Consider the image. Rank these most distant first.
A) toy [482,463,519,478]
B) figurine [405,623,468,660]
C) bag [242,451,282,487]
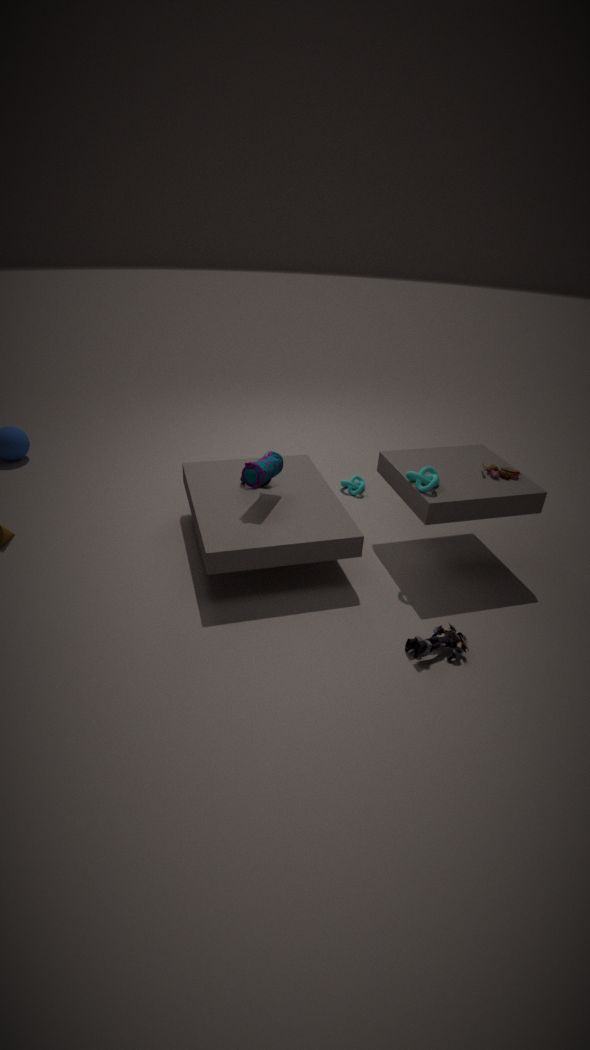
toy [482,463,519,478] < bag [242,451,282,487] < figurine [405,623,468,660]
